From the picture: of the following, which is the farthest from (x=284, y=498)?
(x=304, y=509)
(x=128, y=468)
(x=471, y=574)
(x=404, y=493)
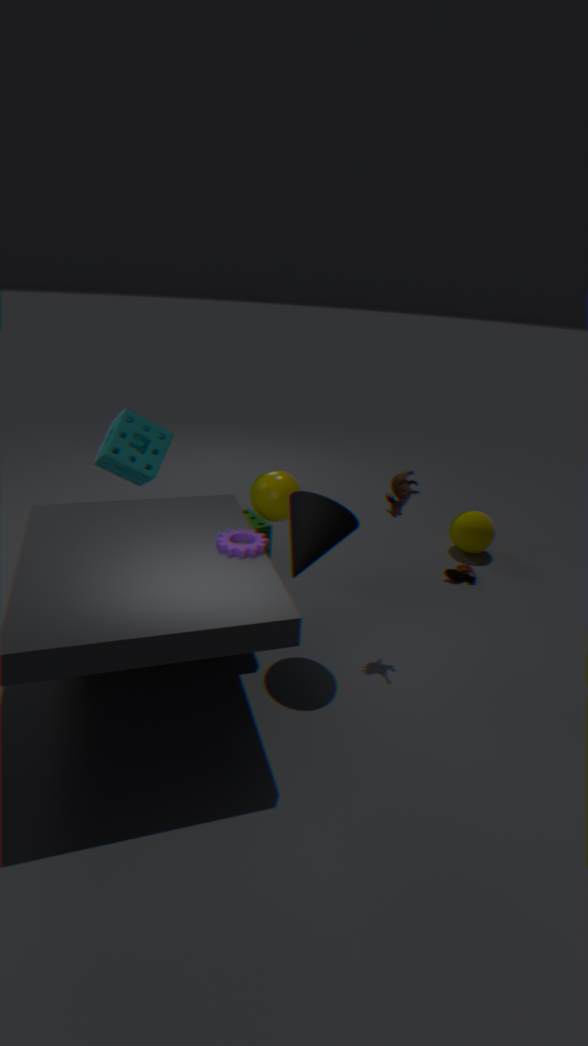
(x=471, y=574)
